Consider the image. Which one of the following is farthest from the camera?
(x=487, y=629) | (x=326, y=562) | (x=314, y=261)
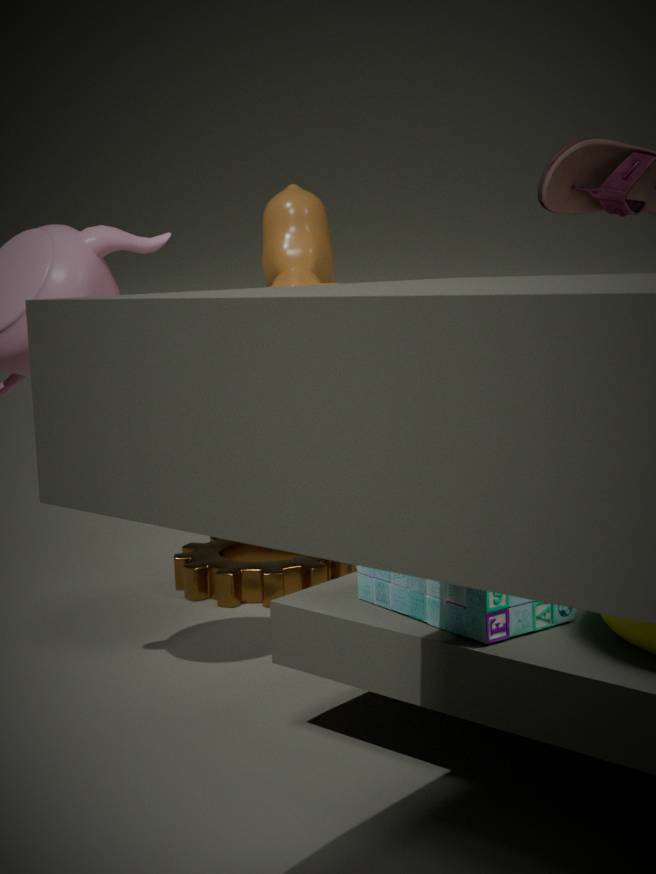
(x=326, y=562)
